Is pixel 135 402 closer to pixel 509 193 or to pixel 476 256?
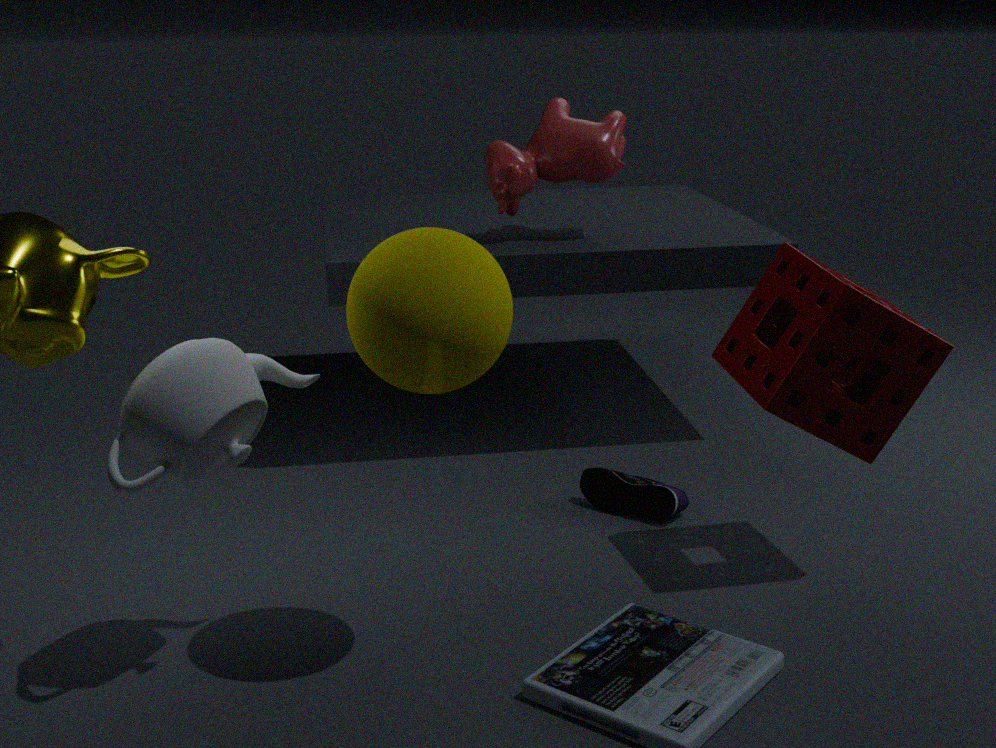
pixel 476 256
